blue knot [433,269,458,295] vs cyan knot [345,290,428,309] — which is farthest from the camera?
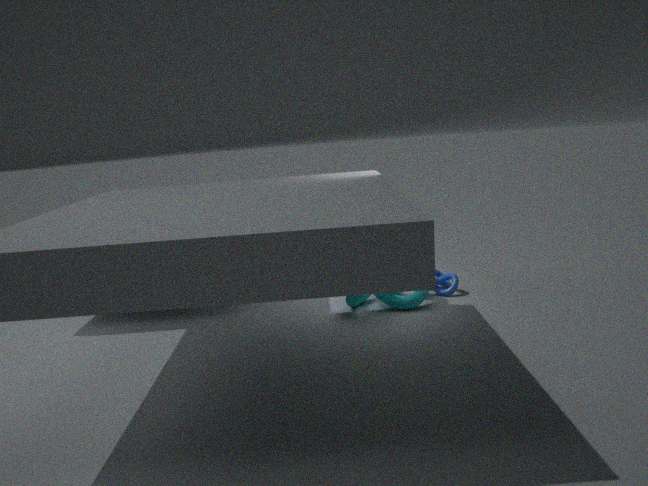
blue knot [433,269,458,295]
